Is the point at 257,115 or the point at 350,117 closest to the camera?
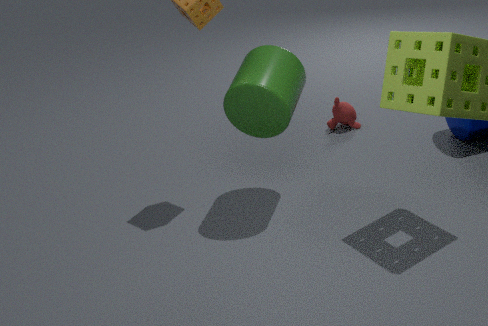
the point at 257,115
